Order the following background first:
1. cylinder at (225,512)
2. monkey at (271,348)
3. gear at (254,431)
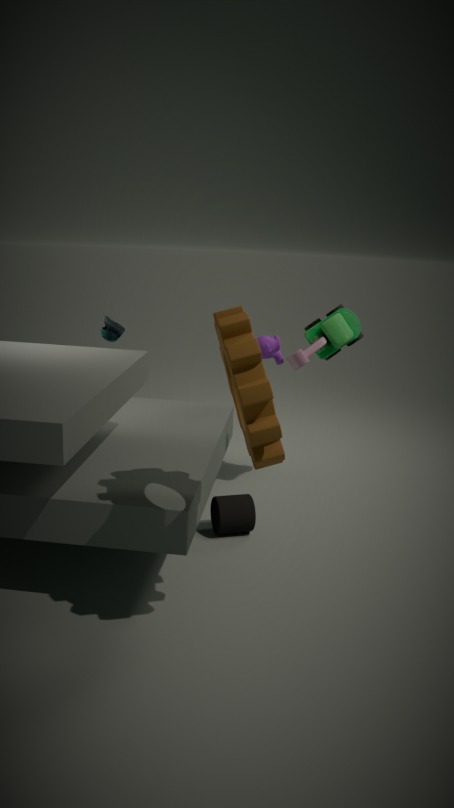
monkey at (271,348), cylinder at (225,512), gear at (254,431)
